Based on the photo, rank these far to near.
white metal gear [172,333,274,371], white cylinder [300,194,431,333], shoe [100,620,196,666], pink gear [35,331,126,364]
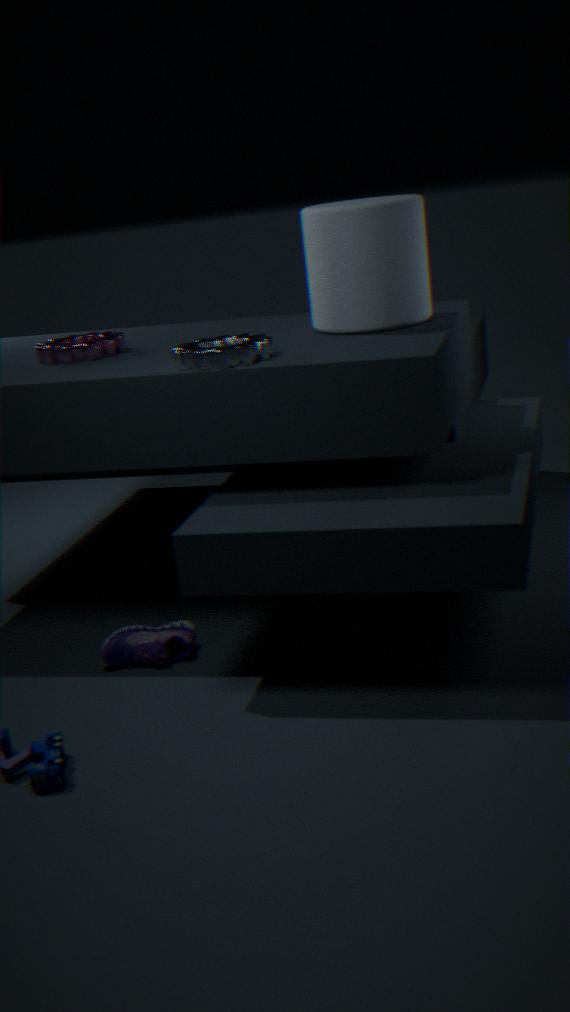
pink gear [35,331,126,364] → white cylinder [300,194,431,333] → shoe [100,620,196,666] → white metal gear [172,333,274,371]
